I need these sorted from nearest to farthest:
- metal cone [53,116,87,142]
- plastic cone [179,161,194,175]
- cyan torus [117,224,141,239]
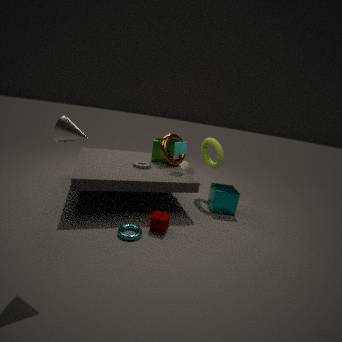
1. metal cone [53,116,87,142]
2. cyan torus [117,224,141,239]
3. plastic cone [179,161,194,175]
